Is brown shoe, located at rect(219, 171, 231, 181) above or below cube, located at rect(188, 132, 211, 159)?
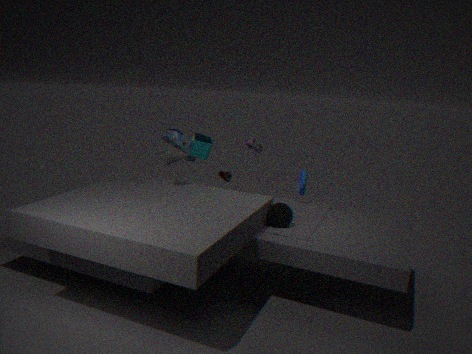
below
